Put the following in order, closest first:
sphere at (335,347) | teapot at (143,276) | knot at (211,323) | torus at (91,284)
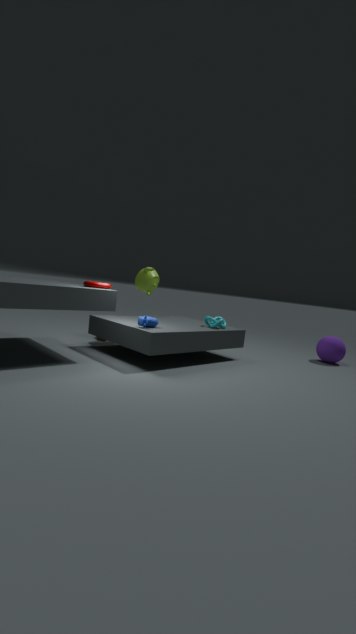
torus at (91,284), knot at (211,323), teapot at (143,276), sphere at (335,347)
